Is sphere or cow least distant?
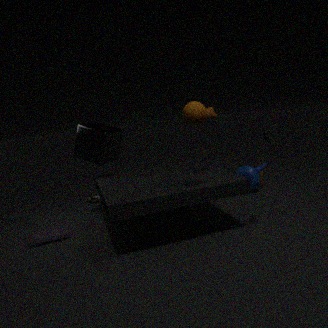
sphere
